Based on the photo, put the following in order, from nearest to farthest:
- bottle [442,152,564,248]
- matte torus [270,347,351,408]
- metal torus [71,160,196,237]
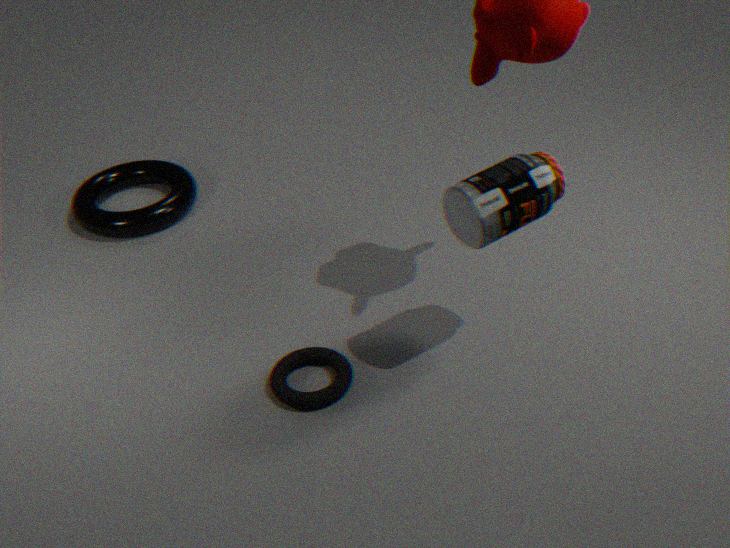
bottle [442,152,564,248], matte torus [270,347,351,408], metal torus [71,160,196,237]
